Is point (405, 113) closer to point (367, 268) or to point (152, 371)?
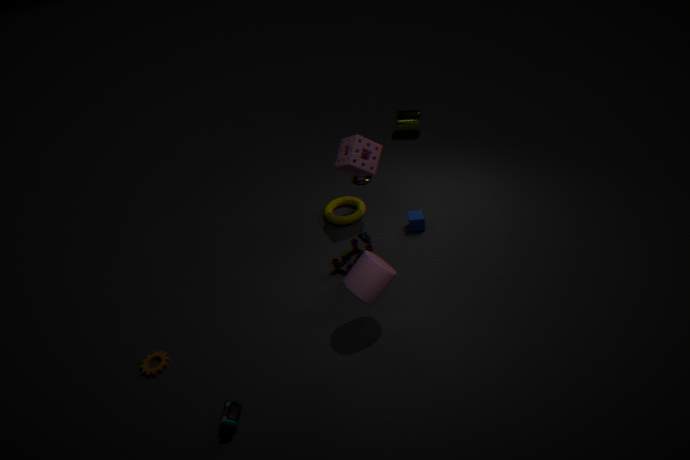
point (367, 268)
